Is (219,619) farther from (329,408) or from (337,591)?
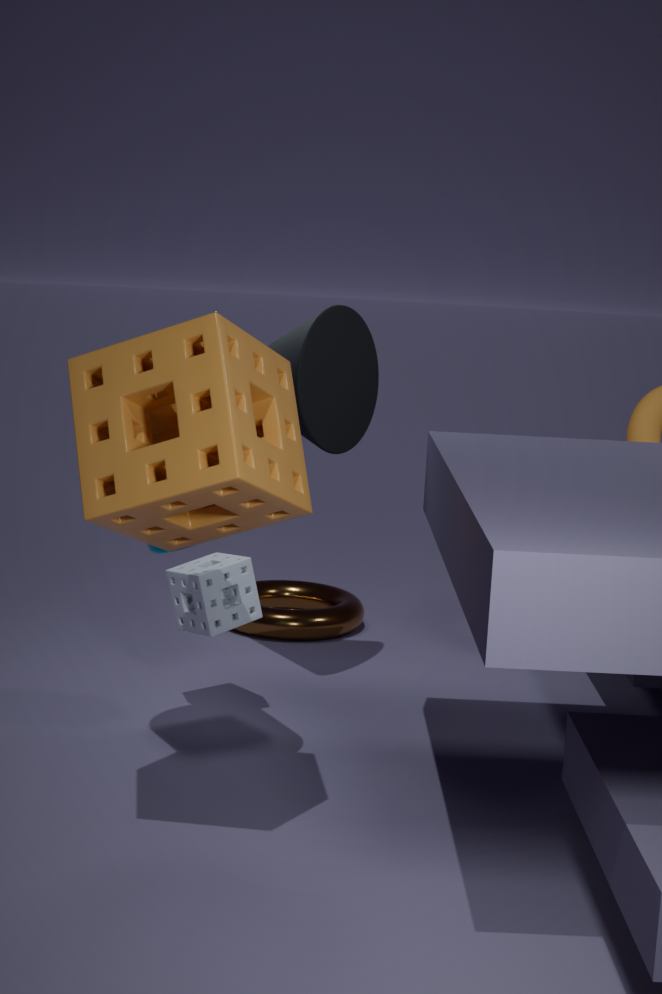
(337,591)
